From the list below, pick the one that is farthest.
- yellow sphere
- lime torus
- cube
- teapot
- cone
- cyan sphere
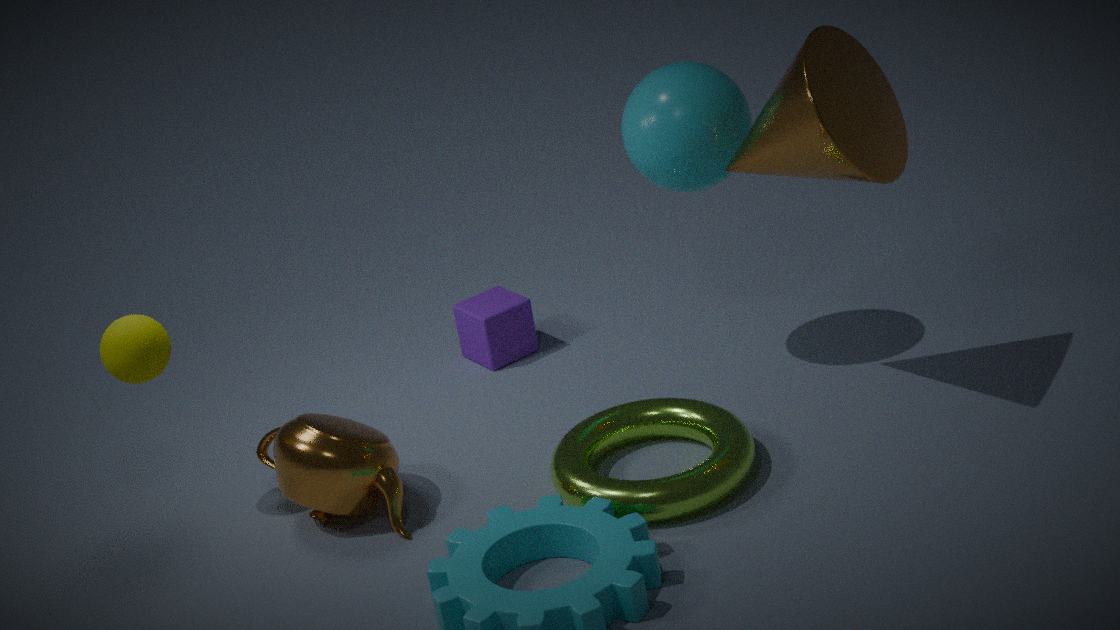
cube
